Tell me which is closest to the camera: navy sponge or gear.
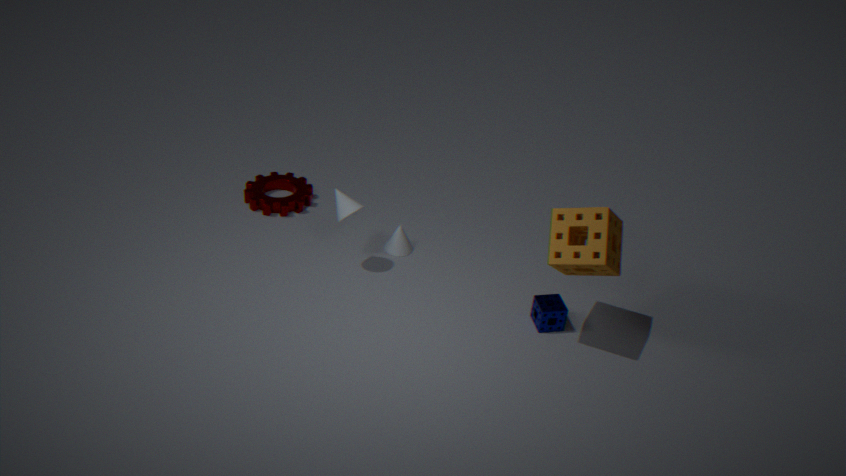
navy sponge
